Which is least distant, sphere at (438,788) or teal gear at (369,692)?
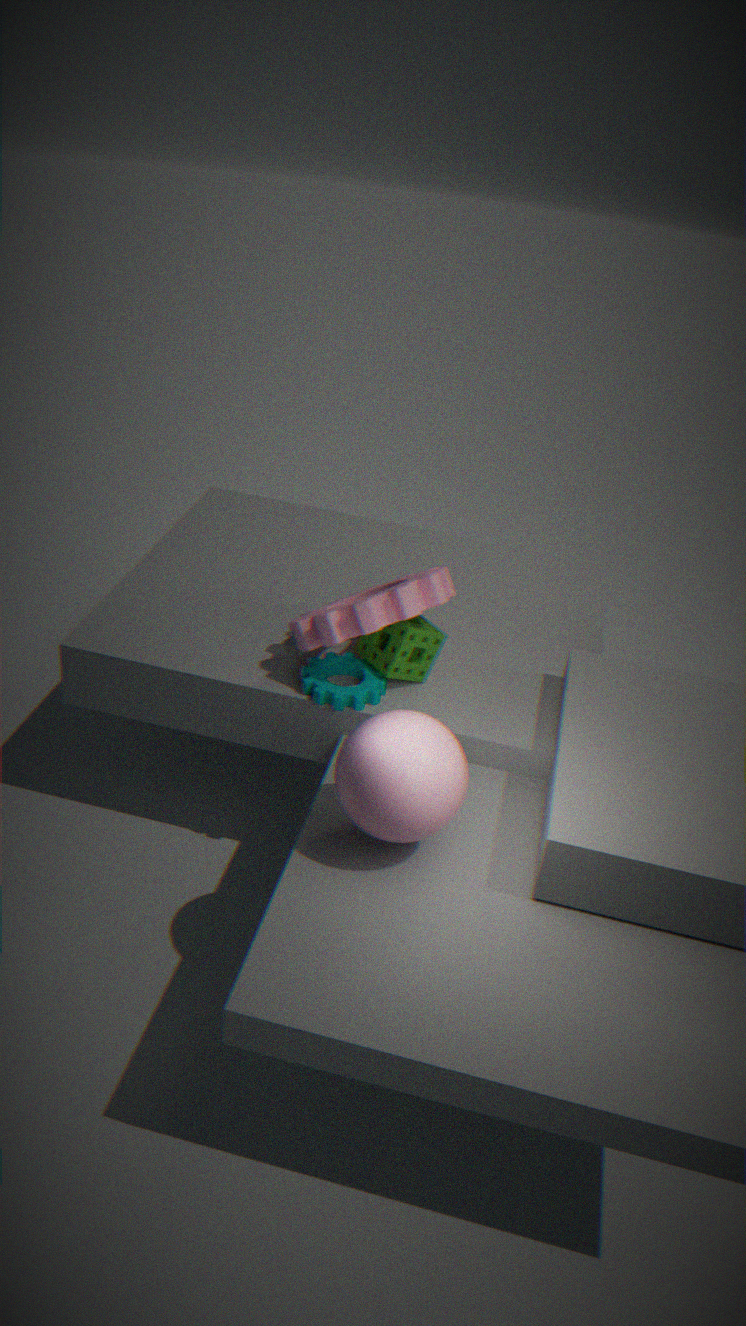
sphere at (438,788)
